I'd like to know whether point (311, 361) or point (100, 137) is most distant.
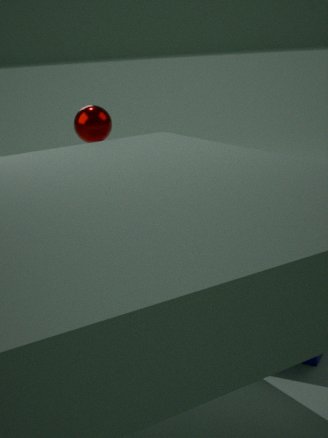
point (100, 137)
